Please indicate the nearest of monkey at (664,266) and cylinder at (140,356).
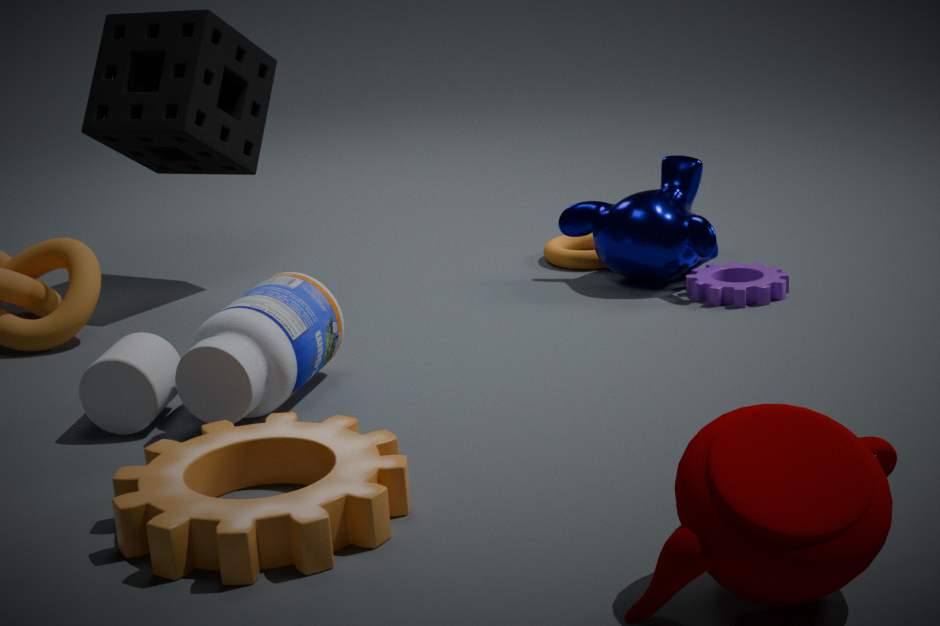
cylinder at (140,356)
